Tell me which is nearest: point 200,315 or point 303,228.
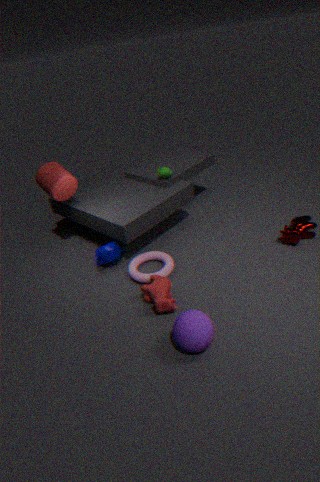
point 200,315
